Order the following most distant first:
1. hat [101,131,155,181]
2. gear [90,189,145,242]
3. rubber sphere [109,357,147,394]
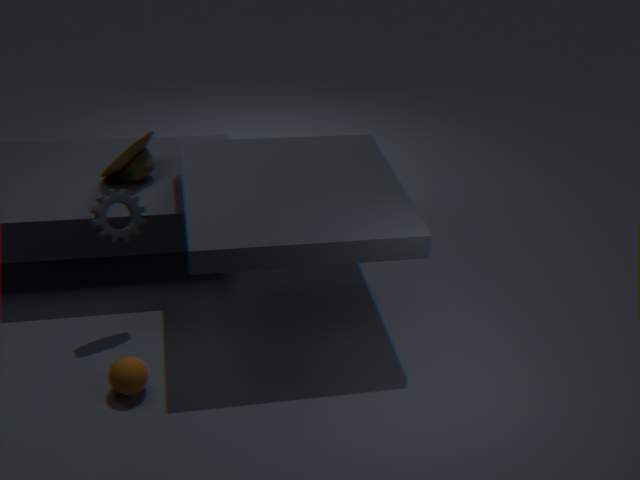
hat [101,131,155,181], gear [90,189,145,242], rubber sphere [109,357,147,394]
